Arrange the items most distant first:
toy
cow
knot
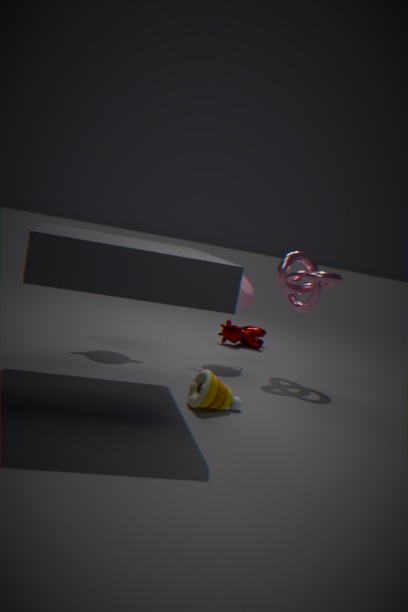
1. cow
2. knot
3. toy
